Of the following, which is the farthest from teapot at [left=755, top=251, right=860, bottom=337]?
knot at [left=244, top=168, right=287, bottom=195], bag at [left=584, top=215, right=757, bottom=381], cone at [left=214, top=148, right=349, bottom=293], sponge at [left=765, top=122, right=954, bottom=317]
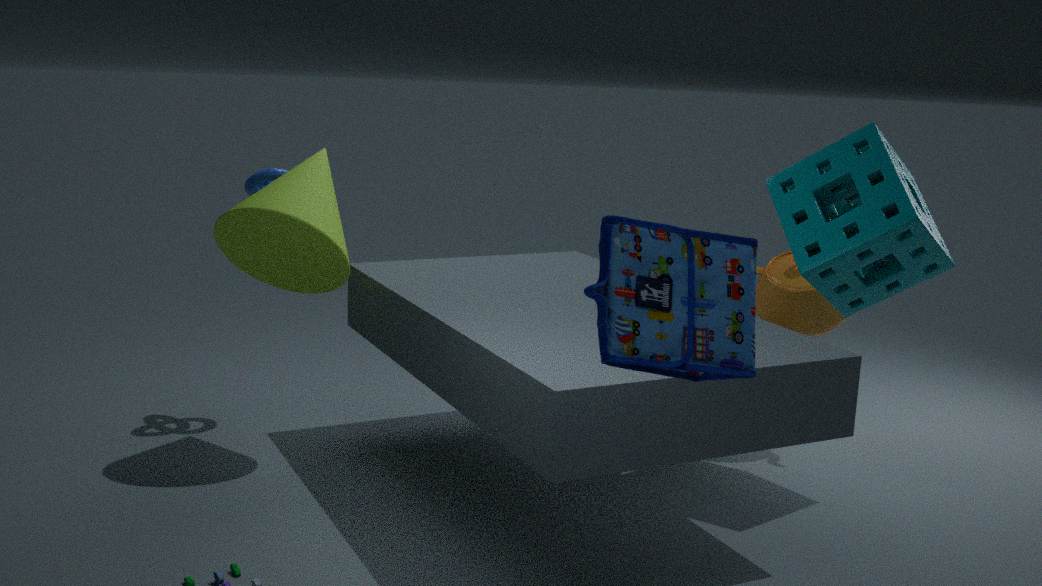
bag at [left=584, top=215, right=757, bottom=381]
